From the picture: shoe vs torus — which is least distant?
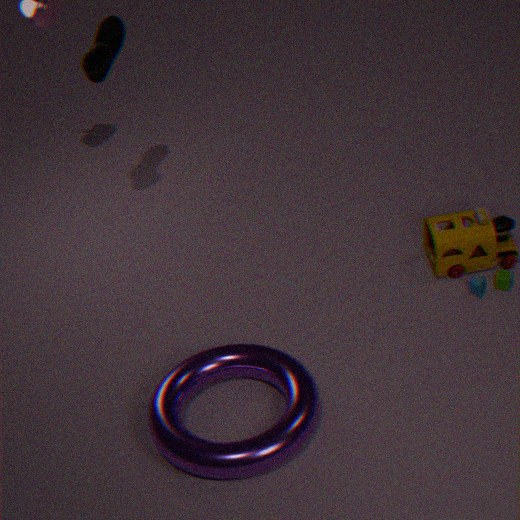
torus
